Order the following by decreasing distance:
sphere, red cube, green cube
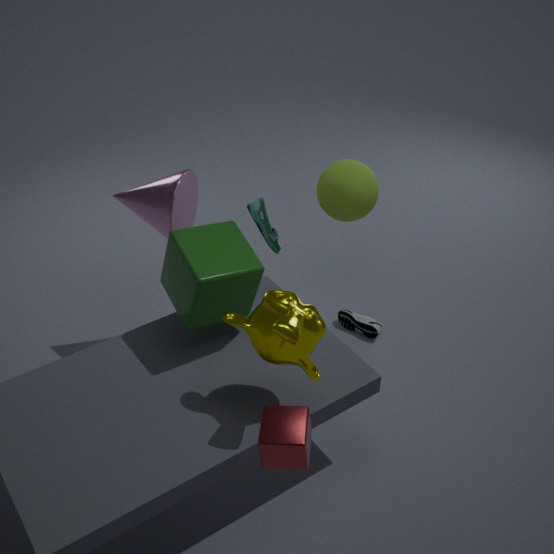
1. sphere
2. green cube
3. red cube
